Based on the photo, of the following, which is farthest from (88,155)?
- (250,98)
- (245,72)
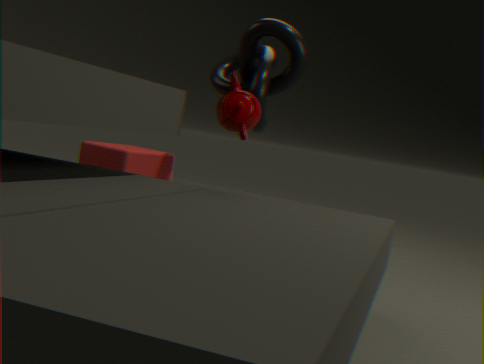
(250,98)
